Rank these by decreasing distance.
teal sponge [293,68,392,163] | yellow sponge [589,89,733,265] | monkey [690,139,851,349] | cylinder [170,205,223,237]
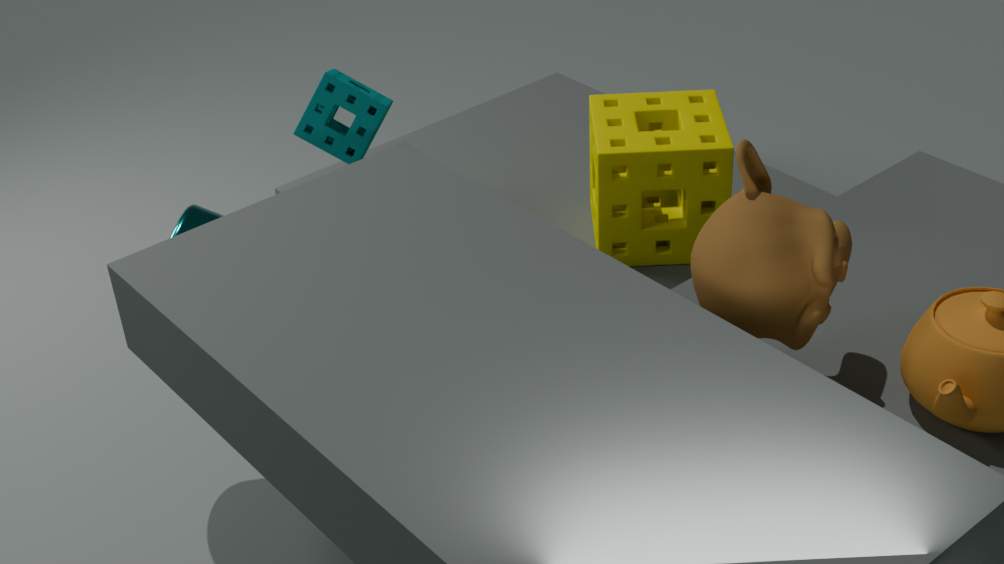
yellow sponge [589,89,733,265] → teal sponge [293,68,392,163] → cylinder [170,205,223,237] → monkey [690,139,851,349]
